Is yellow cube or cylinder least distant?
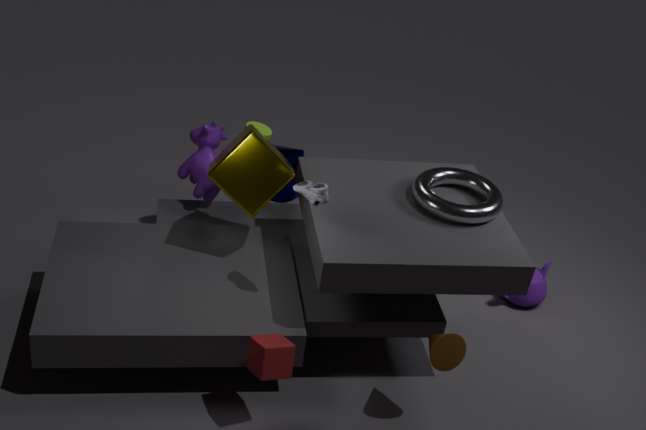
yellow cube
